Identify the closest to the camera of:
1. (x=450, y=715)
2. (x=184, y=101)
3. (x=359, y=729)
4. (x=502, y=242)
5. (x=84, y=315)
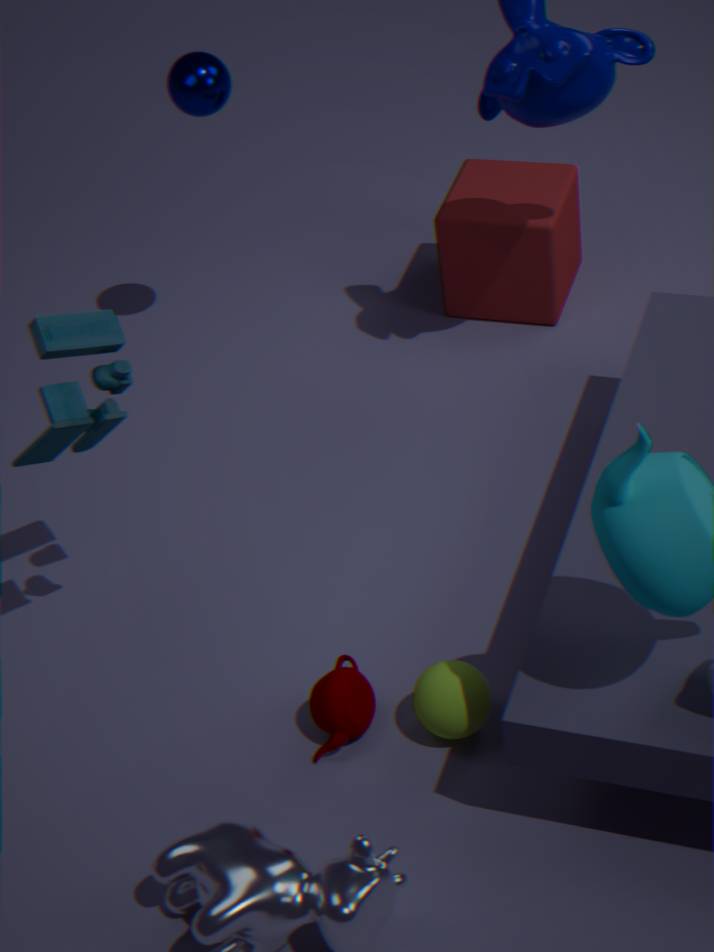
(x=450, y=715)
